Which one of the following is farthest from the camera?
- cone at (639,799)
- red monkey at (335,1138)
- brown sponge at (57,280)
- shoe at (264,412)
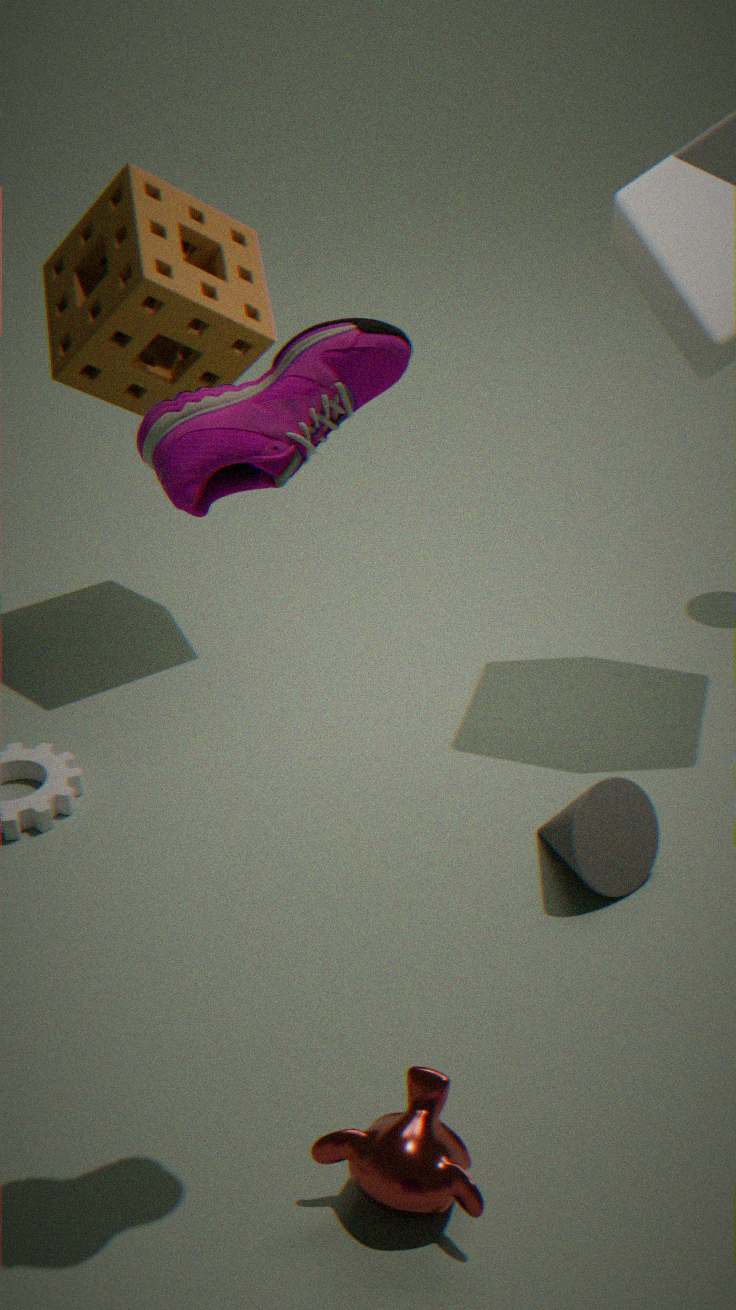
brown sponge at (57,280)
